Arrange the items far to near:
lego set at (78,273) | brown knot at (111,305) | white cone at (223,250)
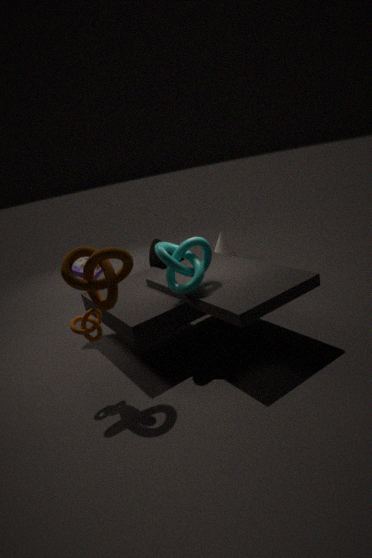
white cone at (223,250)
lego set at (78,273)
brown knot at (111,305)
